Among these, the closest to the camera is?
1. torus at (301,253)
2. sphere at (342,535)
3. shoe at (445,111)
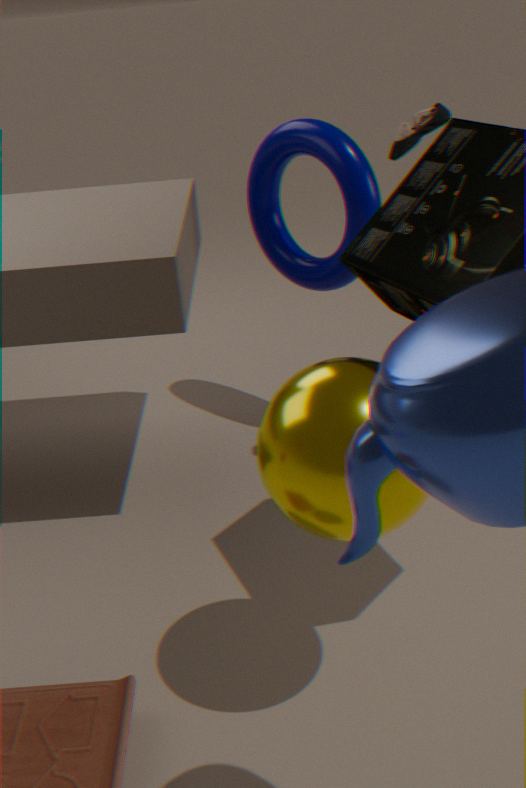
sphere at (342,535)
